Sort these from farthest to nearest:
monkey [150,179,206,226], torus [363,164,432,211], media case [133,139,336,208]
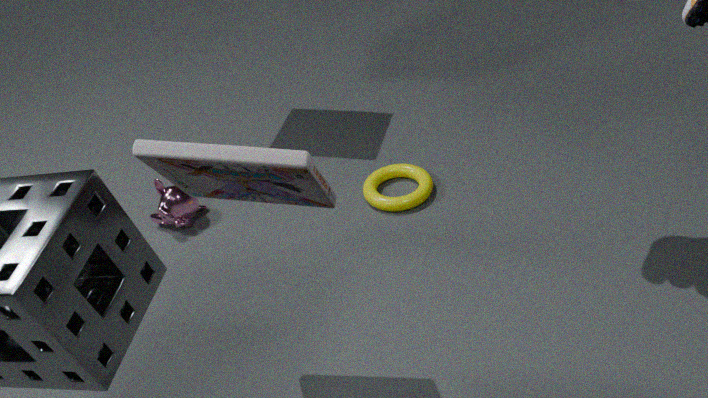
monkey [150,179,206,226]
torus [363,164,432,211]
media case [133,139,336,208]
